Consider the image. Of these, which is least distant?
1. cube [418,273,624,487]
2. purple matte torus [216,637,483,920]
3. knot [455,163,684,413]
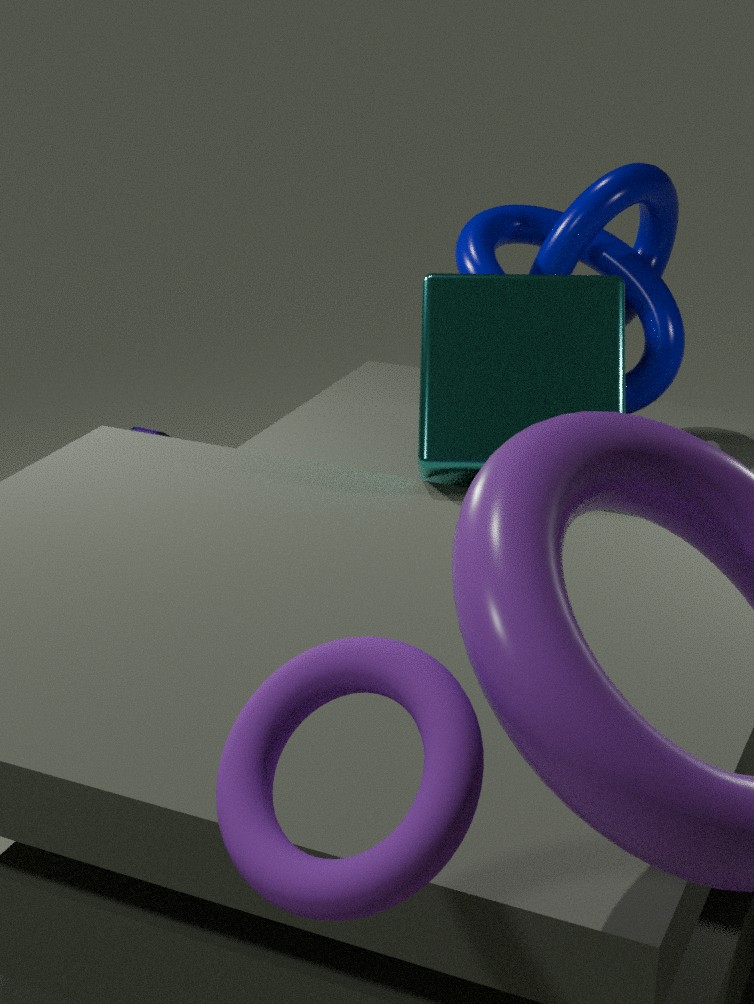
purple matte torus [216,637,483,920]
